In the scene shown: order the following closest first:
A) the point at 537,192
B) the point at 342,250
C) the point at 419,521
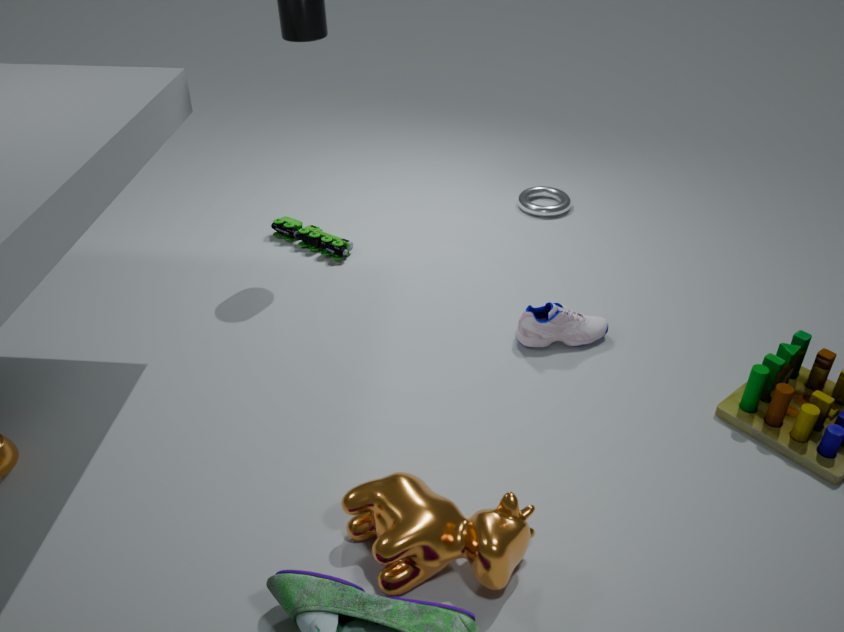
the point at 419,521, the point at 342,250, the point at 537,192
